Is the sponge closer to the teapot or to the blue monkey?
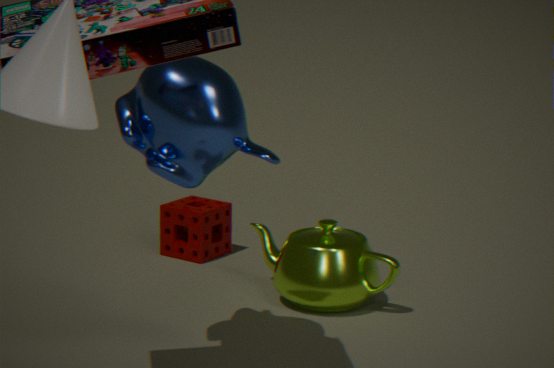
the teapot
